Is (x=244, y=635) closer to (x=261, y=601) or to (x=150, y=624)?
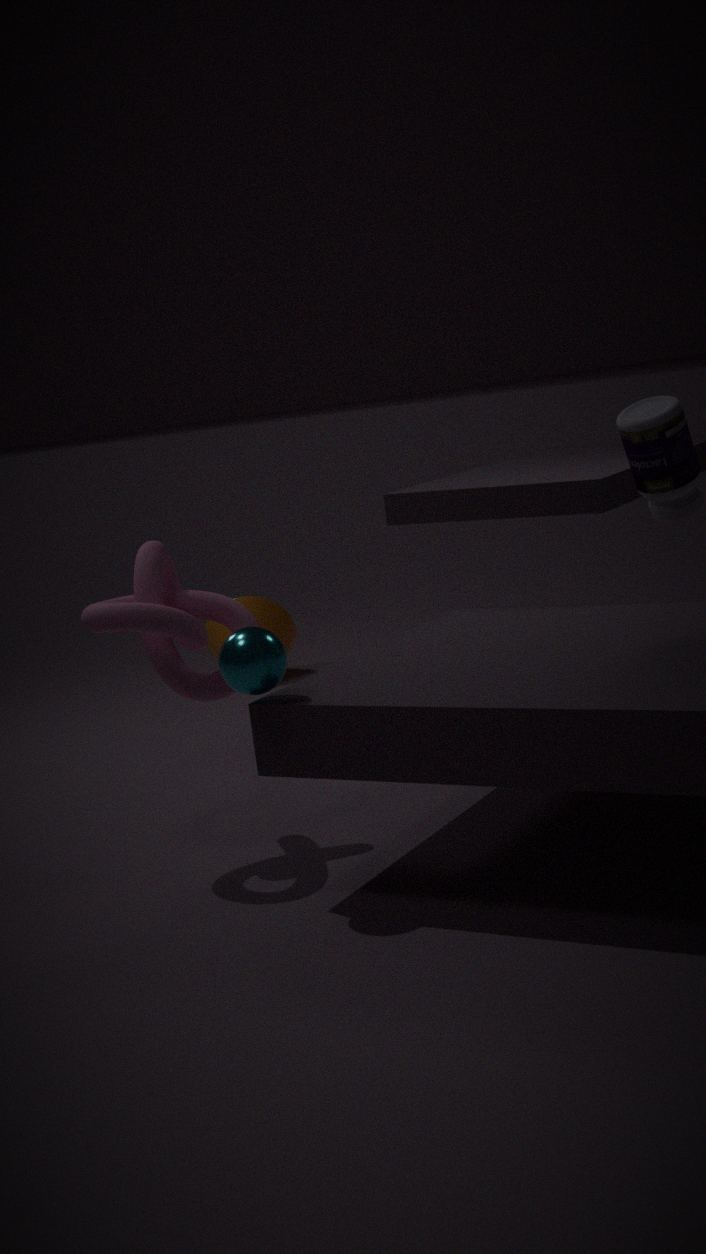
(x=150, y=624)
